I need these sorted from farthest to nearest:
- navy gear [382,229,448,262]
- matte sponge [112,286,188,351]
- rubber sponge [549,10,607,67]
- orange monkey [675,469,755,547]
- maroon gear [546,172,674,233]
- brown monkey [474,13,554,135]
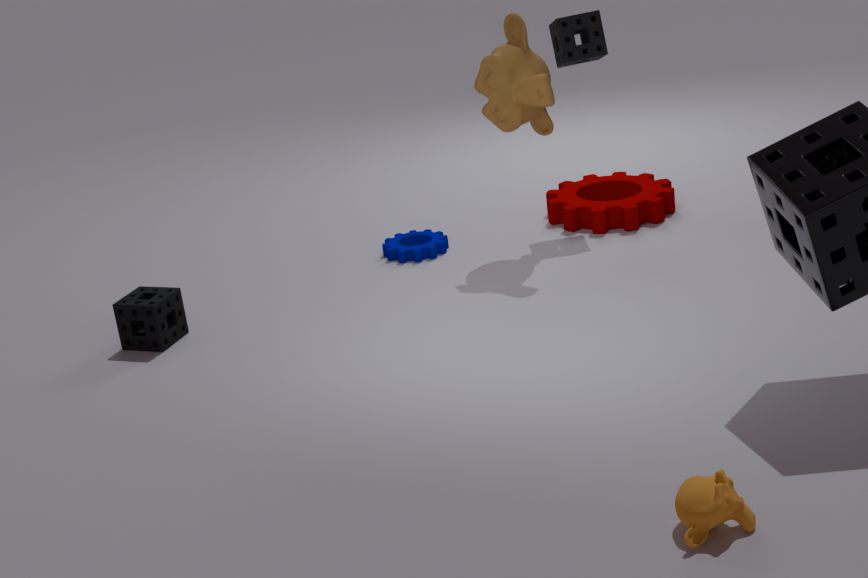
maroon gear [546,172,674,233], navy gear [382,229,448,262], rubber sponge [549,10,607,67], brown monkey [474,13,554,135], matte sponge [112,286,188,351], orange monkey [675,469,755,547]
